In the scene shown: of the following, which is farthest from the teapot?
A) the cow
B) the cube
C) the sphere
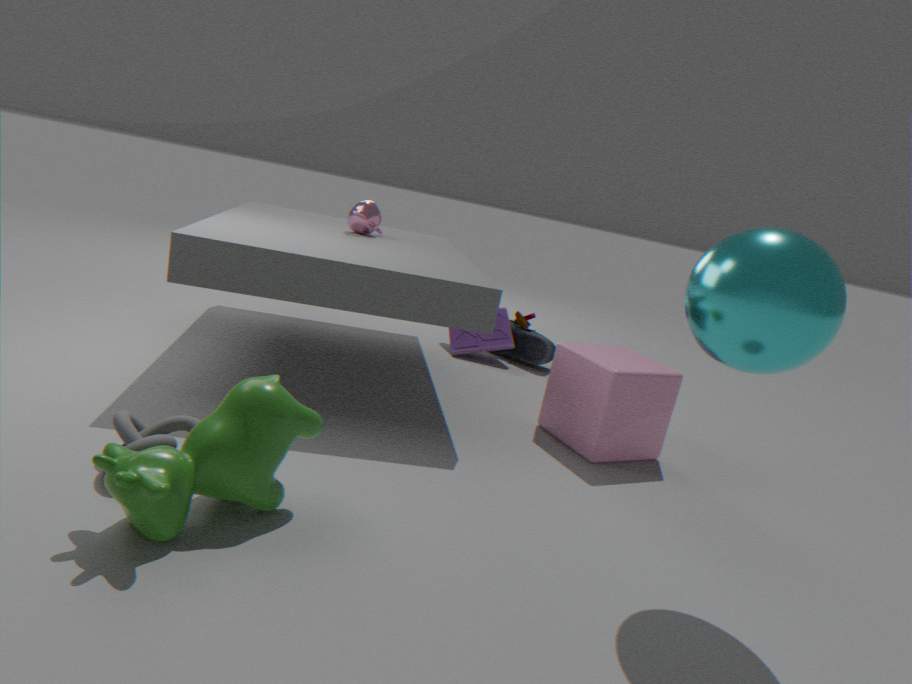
the sphere
